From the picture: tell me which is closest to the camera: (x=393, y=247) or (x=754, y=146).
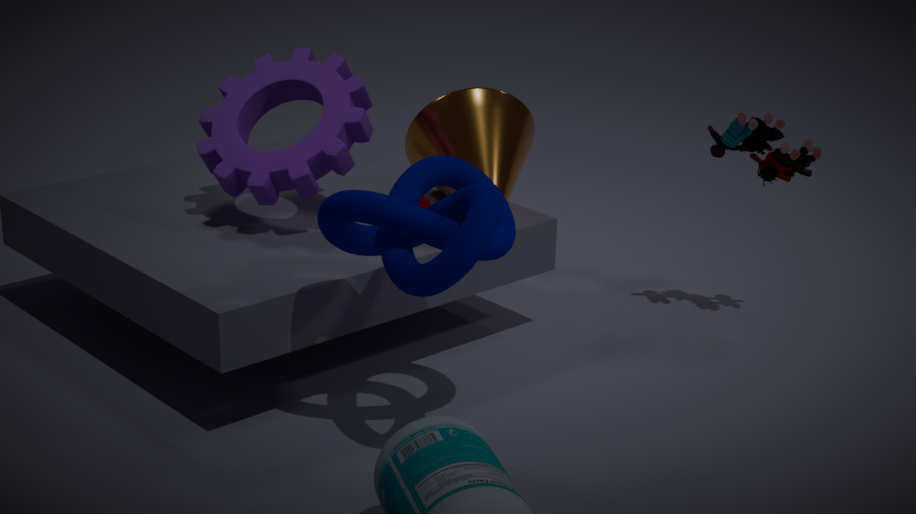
(x=393, y=247)
